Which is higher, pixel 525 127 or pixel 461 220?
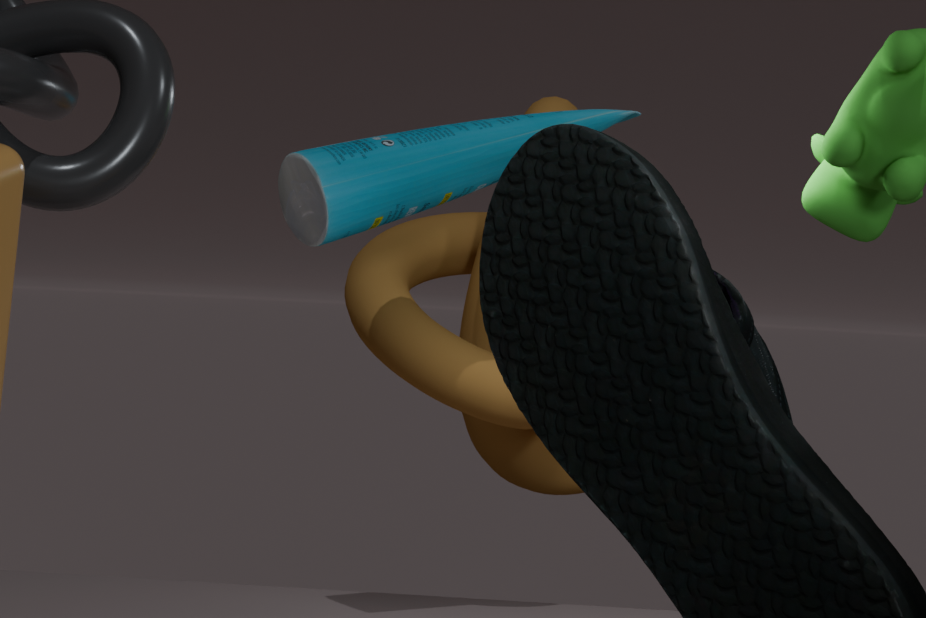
pixel 525 127
